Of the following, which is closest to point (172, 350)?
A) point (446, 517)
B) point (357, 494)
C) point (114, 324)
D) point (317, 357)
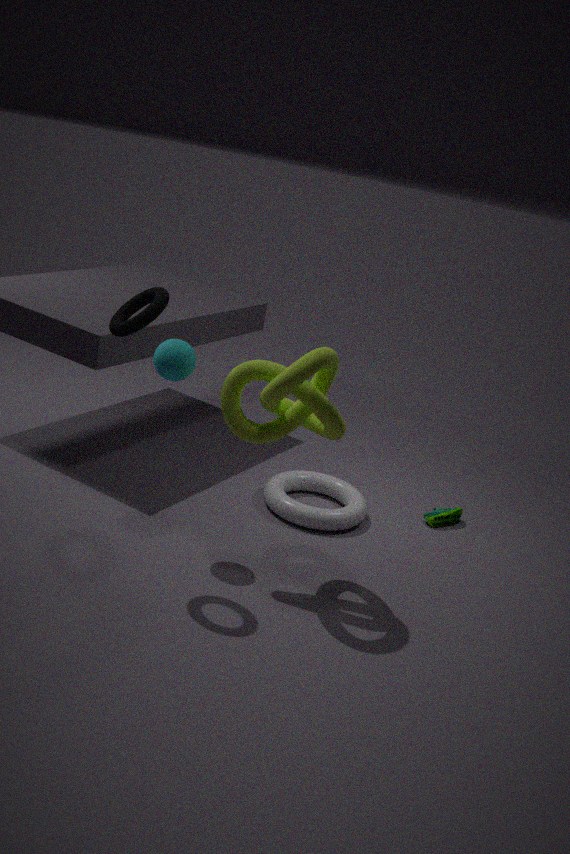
point (114, 324)
